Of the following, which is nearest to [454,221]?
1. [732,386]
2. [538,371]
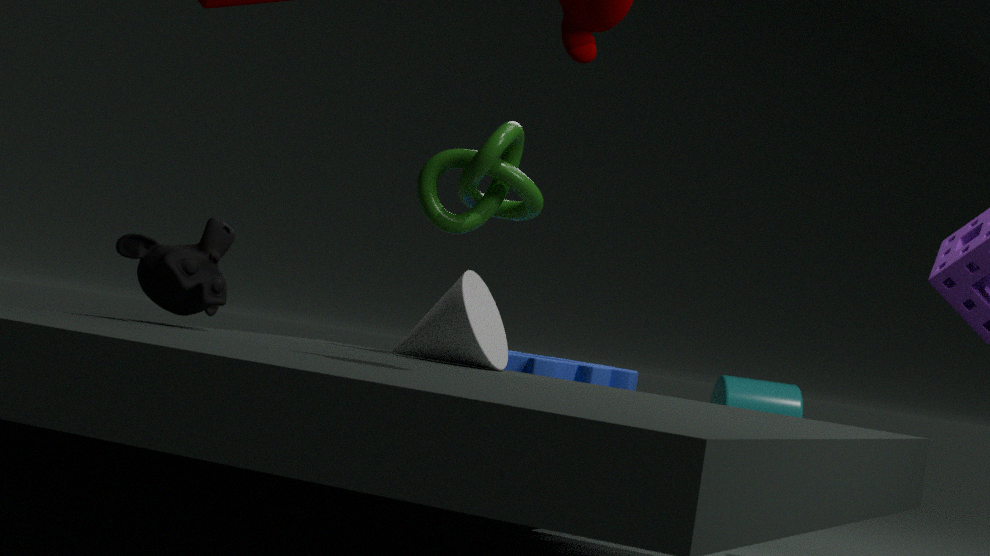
[538,371]
